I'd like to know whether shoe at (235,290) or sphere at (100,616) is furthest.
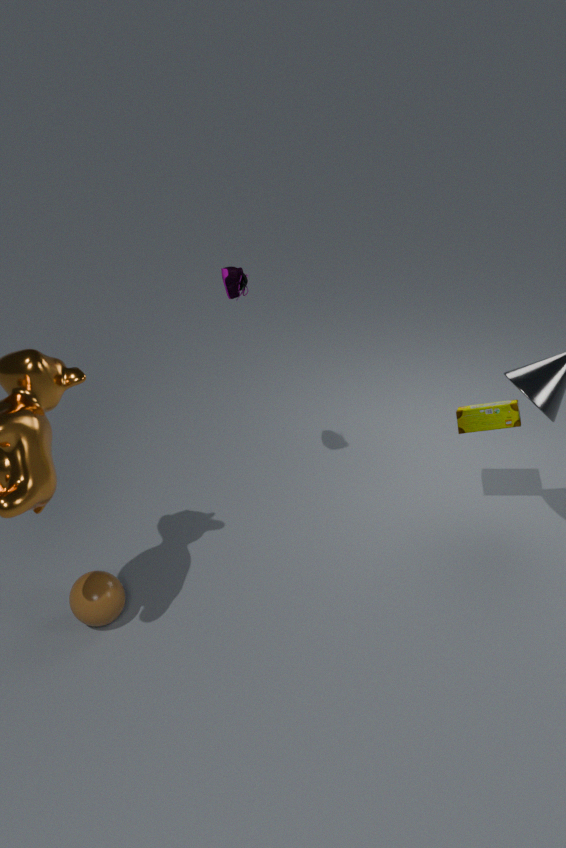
sphere at (100,616)
